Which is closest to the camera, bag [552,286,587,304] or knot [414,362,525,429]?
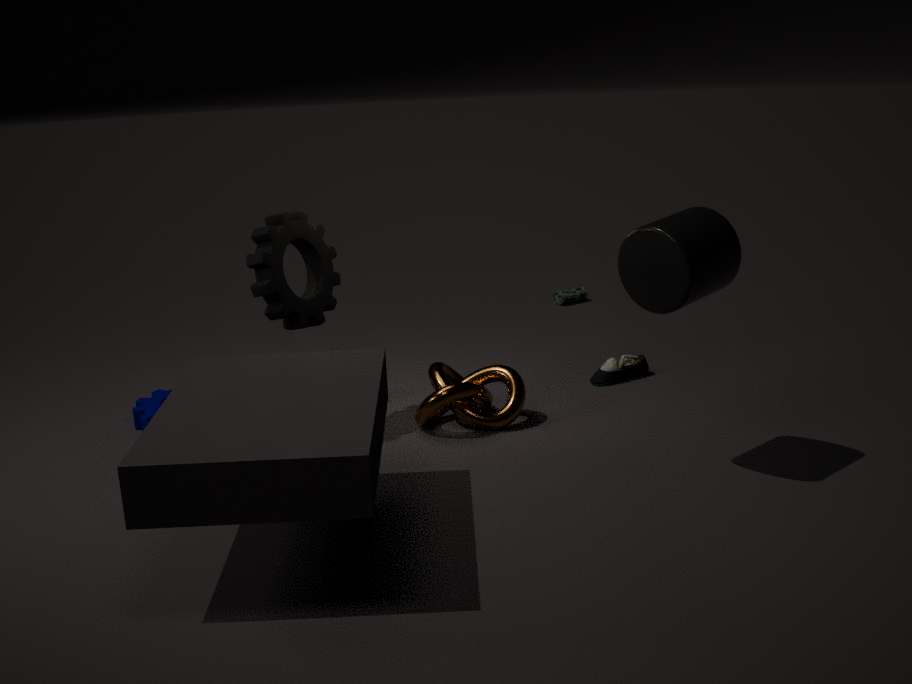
knot [414,362,525,429]
